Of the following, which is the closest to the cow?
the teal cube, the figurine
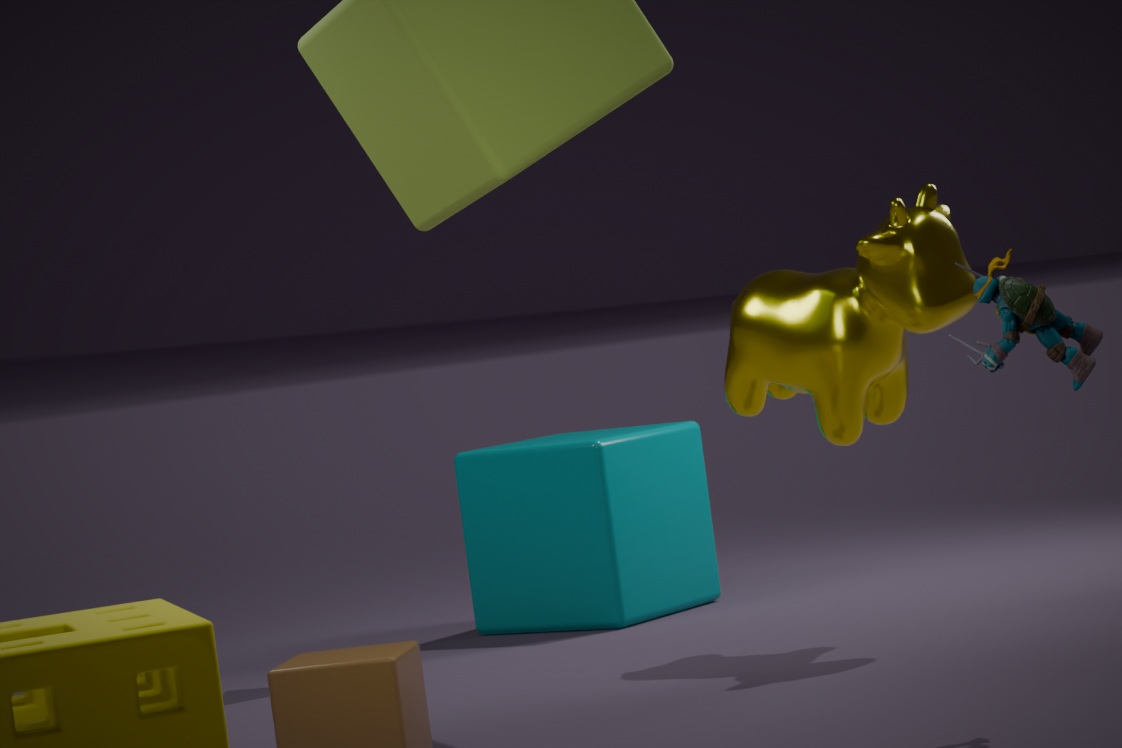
the teal cube
